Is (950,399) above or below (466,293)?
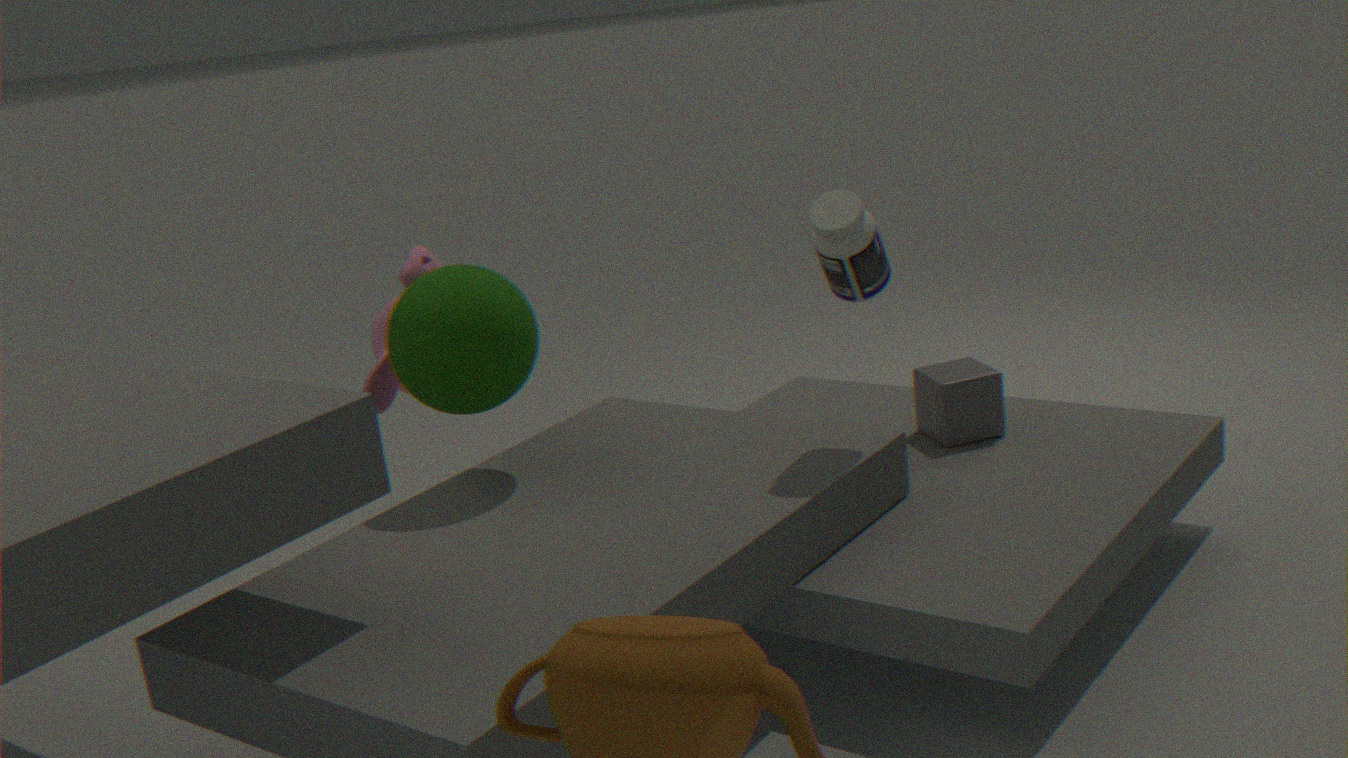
below
